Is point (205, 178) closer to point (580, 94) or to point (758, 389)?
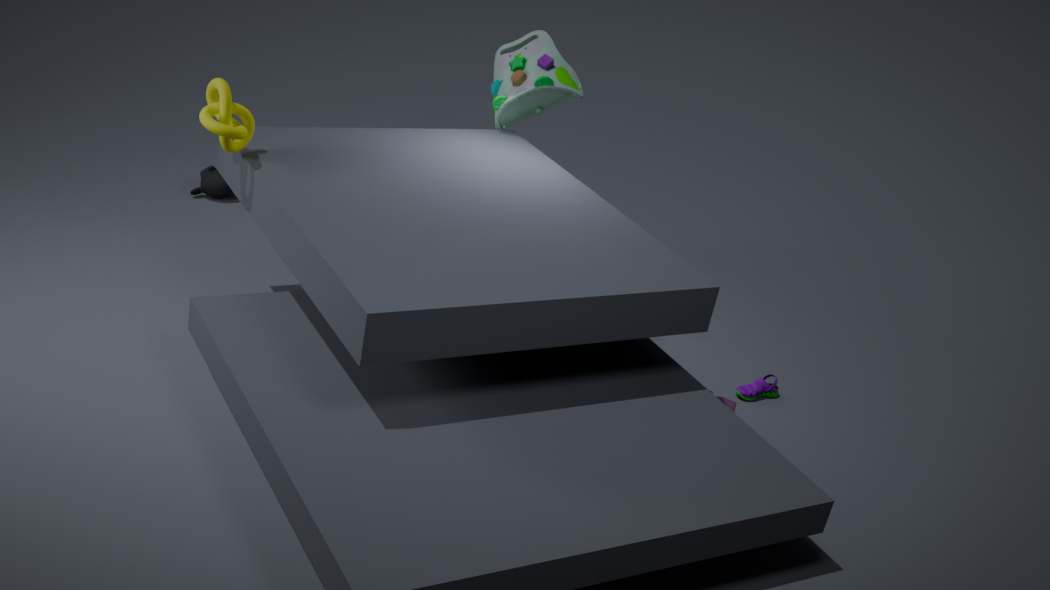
point (580, 94)
